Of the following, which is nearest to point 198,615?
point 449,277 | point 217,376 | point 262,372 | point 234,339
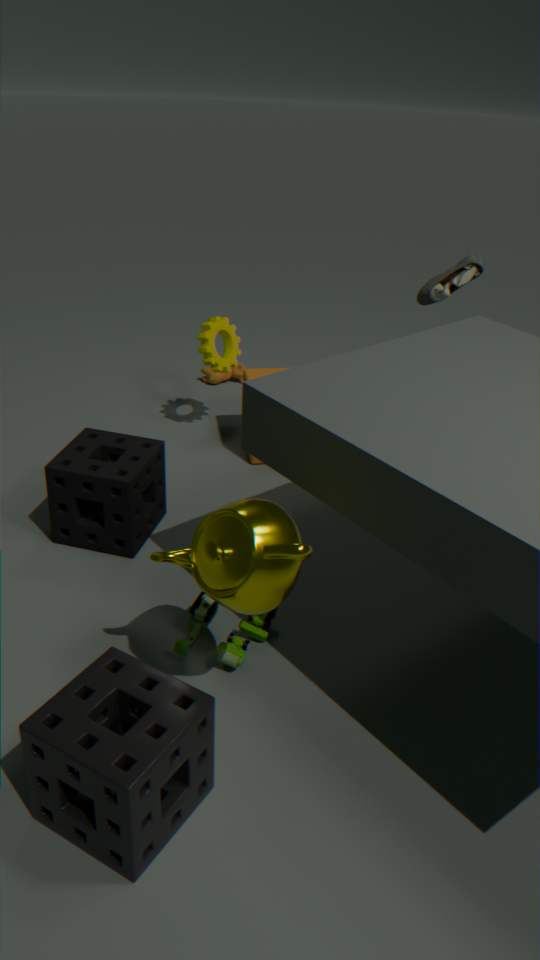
point 262,372
